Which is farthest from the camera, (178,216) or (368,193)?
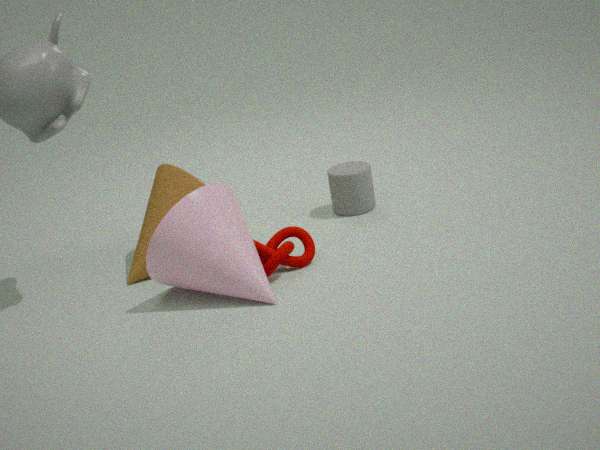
(368,193)
